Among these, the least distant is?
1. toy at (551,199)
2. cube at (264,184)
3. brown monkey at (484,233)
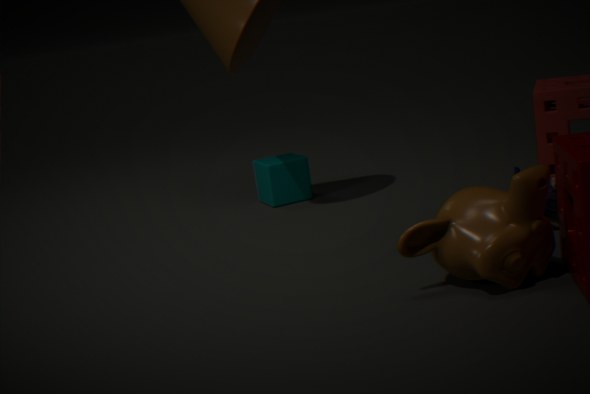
brown monkey at (484,233)
